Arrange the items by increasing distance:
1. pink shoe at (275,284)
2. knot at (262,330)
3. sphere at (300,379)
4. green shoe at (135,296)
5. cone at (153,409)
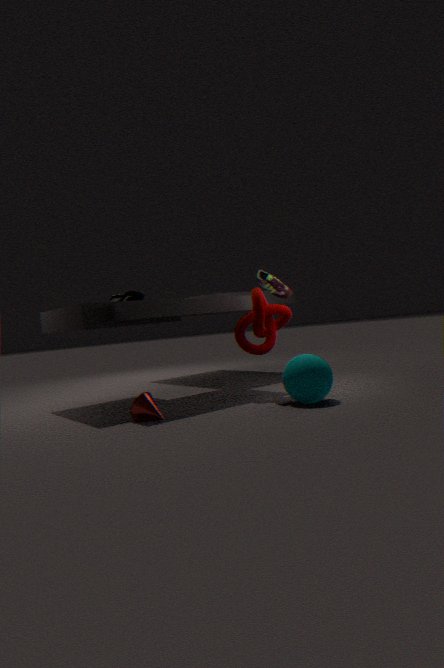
sphere at (300,379), cone at (153,409), knot at (262,330), green shoe at (135,296), pink shoe at (275,284)
